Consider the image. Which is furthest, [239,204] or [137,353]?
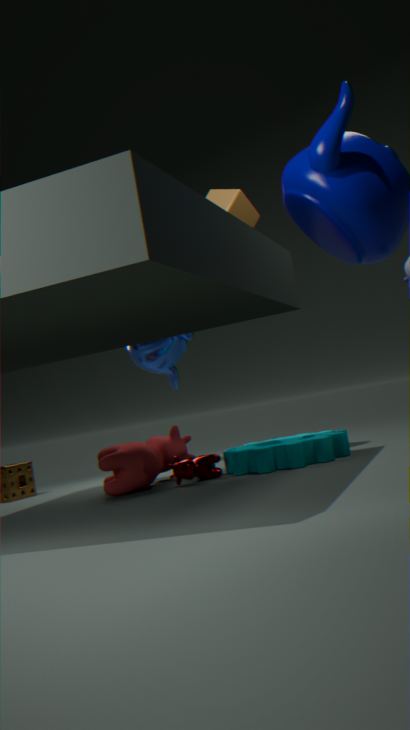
[137,353]
